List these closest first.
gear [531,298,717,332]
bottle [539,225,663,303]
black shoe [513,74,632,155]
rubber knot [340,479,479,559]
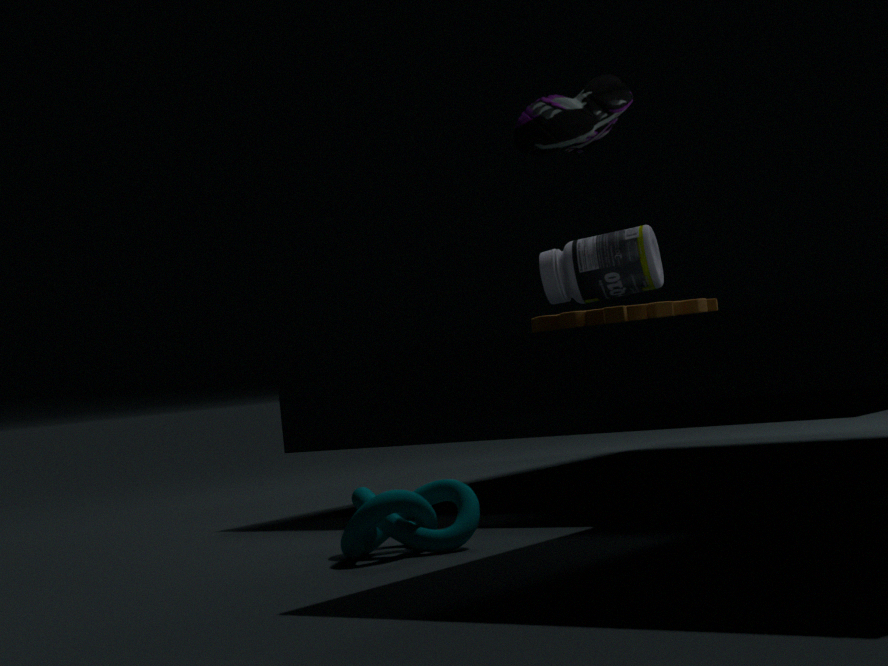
1. black shoe [513,74,632,155]
2. rubber knot [340,479,479,559]
3. bottle [539,225,663,303]
4. gear [531,298,717,332]
